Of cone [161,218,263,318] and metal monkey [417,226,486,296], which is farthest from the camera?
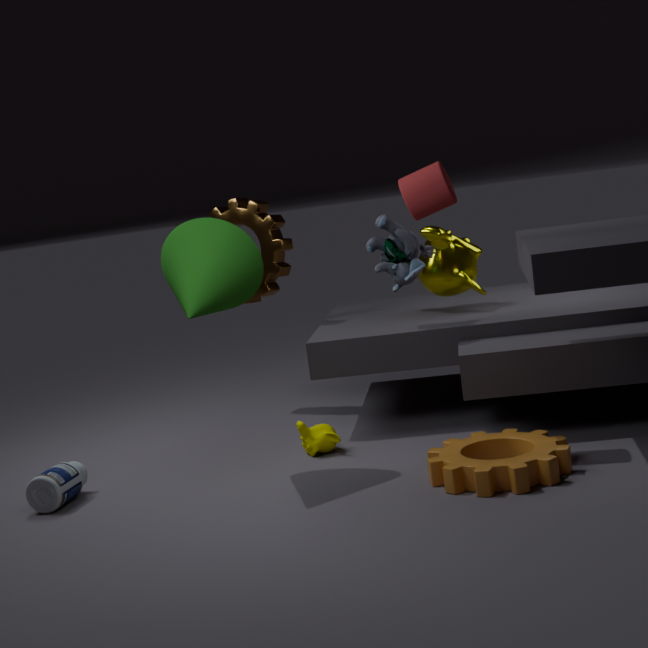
metal monkey [417,226,486,296]
